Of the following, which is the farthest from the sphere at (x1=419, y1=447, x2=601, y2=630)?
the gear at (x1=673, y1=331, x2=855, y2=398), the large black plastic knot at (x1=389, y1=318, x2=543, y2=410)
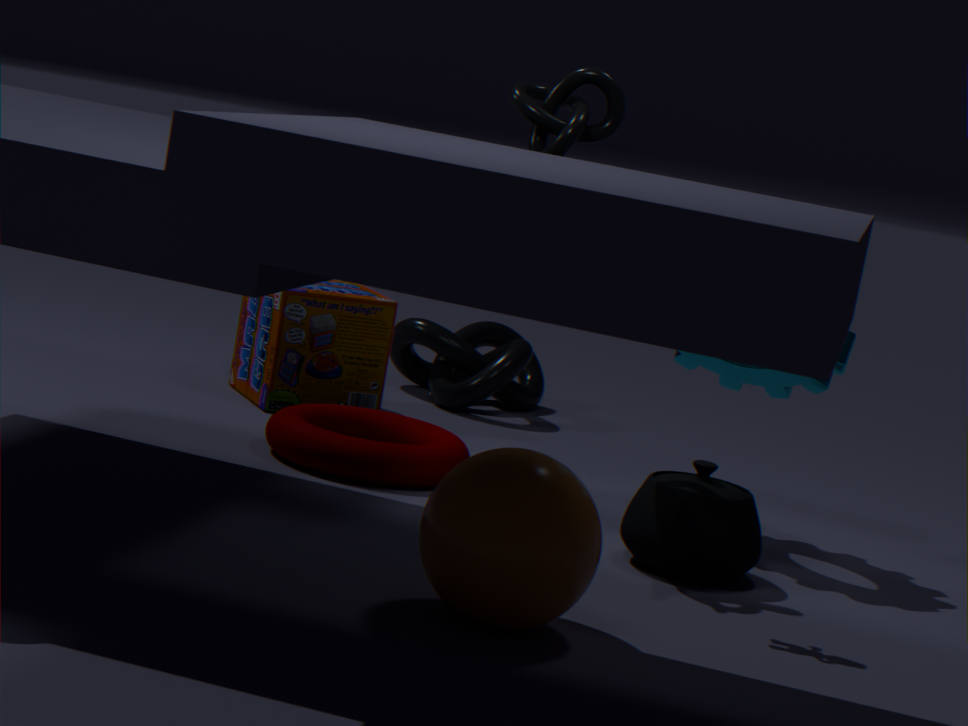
the large black plastic knot at (x1=389, y1=318, x2=543, y2=410)
